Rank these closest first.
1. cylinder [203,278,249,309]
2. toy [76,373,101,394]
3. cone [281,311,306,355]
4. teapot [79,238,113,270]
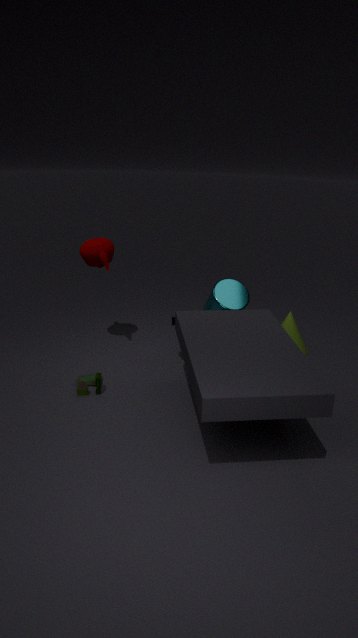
toy [76,373,101,394], cylinder [203,278,249,309], teapot [79,238,113,270], cone [281,311,306,355]
